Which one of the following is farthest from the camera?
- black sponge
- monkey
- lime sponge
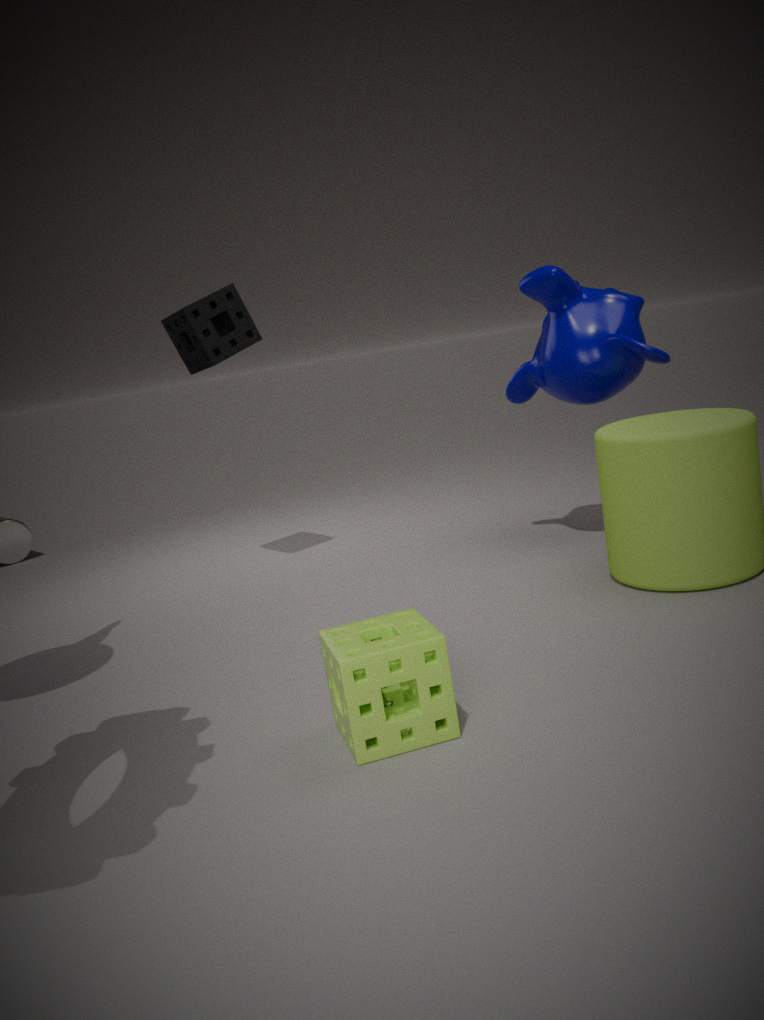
black sponge
